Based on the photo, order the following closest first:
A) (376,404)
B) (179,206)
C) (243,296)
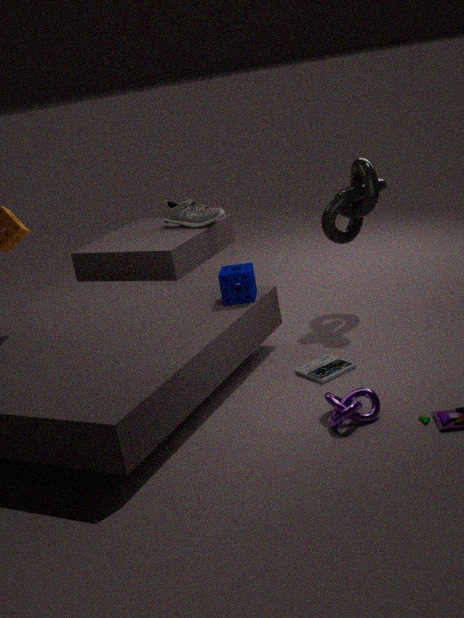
(376,404)
(243,296)
(179,206)
